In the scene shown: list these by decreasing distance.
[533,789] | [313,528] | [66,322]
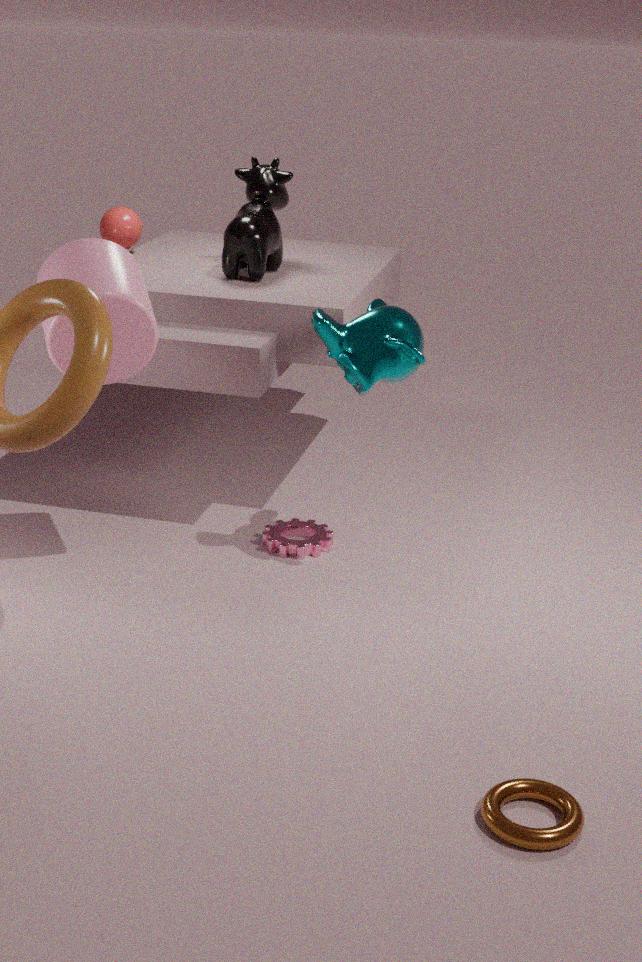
[313,528] < [66,322] < [533,789]
